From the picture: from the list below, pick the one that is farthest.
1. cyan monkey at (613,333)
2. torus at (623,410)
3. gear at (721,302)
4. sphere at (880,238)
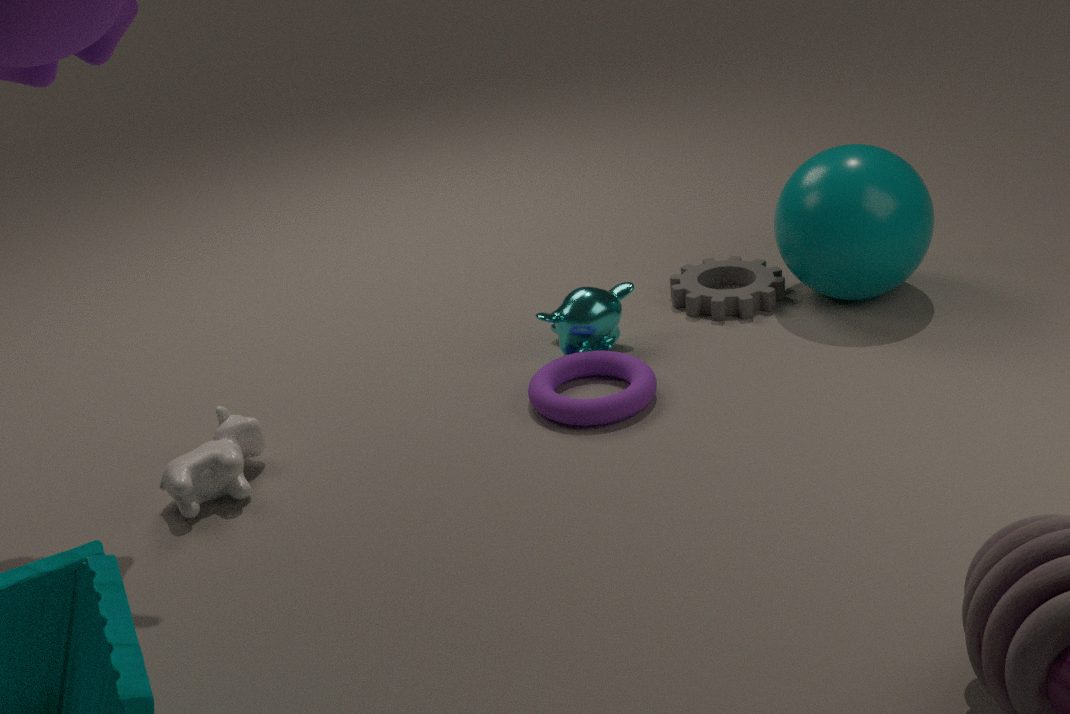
gear at (721,302)
